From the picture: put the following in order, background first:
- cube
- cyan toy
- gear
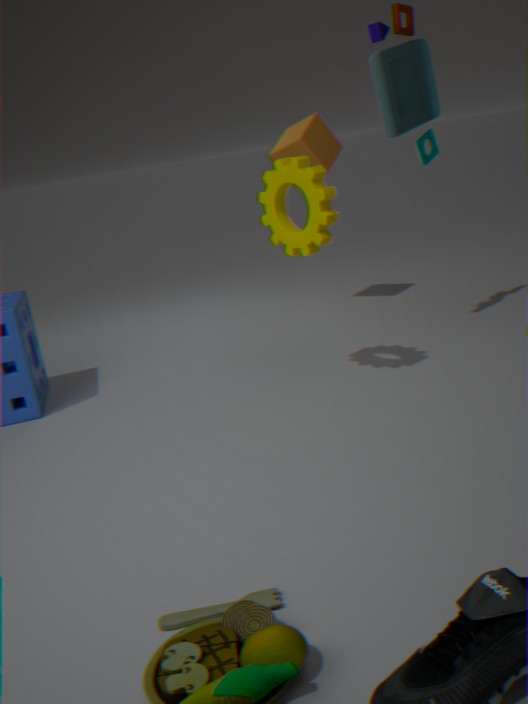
cube, cyan toy, gear
